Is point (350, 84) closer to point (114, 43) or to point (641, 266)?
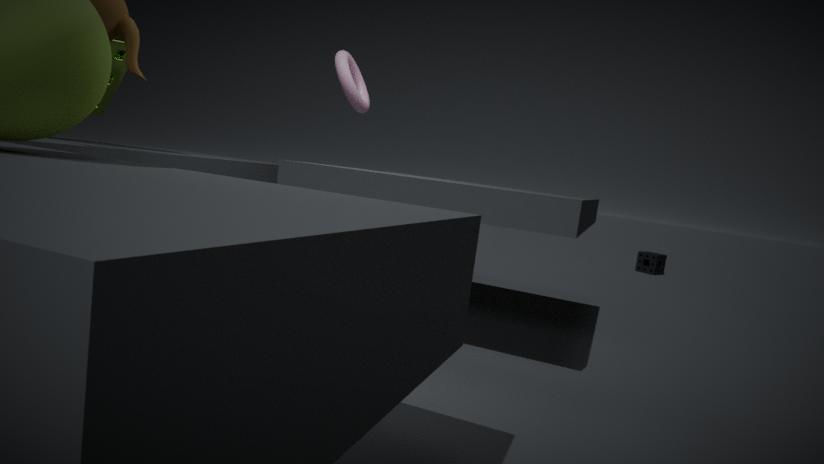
point (114, 43)
